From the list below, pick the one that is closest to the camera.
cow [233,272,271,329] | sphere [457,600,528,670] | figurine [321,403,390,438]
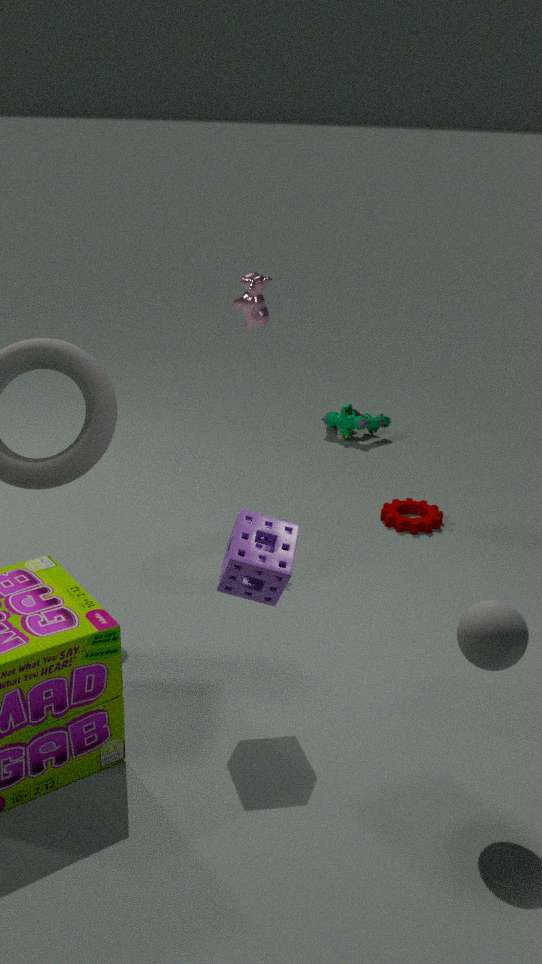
sphere [457,600,528,670]
